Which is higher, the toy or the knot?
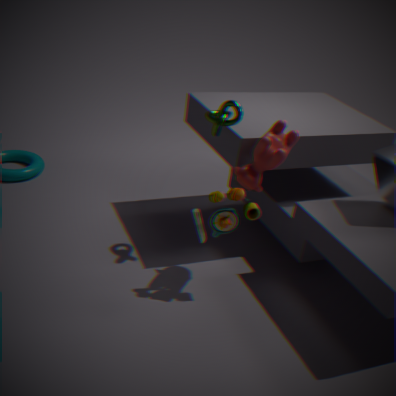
the knot
